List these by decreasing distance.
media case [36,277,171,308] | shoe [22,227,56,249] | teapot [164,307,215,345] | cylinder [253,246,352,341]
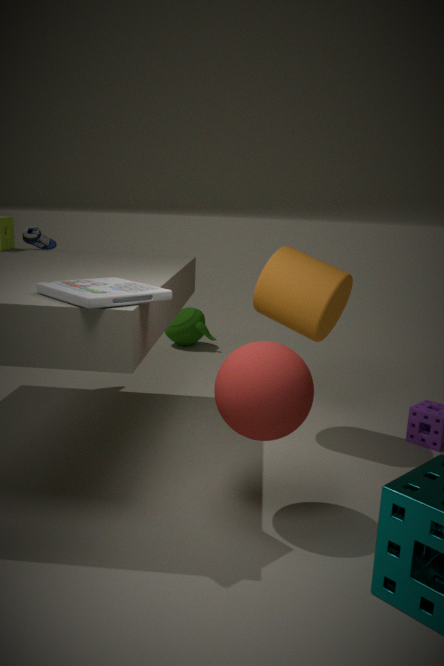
teapot [164,307,215,345], shoe [22,227,56,249], cylinder [253,246,352,341], media case [36,277,171,308]
